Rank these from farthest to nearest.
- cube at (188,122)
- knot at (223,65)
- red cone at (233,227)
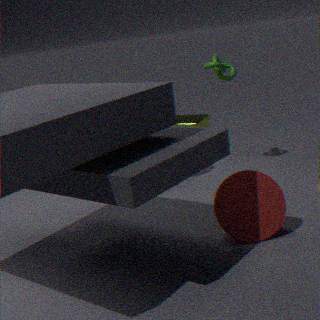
1. cube at (188,122)
2. knot at (223,65)
3. red cone at (233,227)
